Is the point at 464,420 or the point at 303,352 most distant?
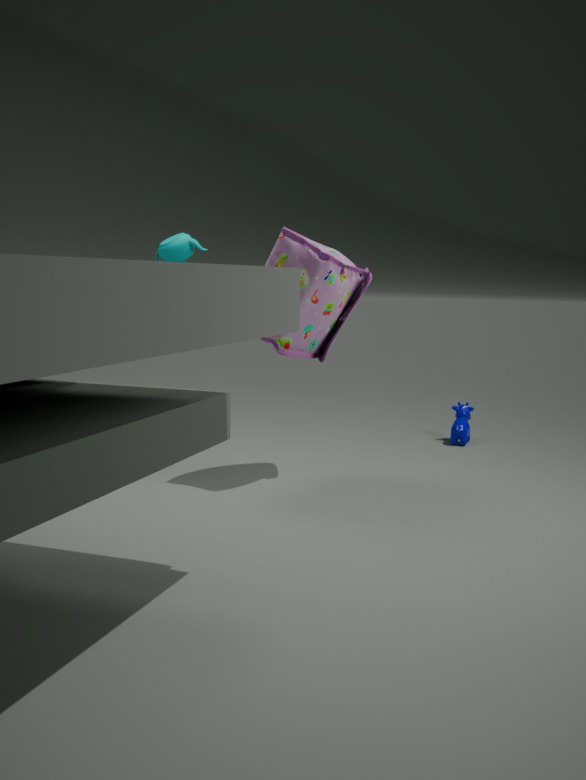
the point at 464,420
